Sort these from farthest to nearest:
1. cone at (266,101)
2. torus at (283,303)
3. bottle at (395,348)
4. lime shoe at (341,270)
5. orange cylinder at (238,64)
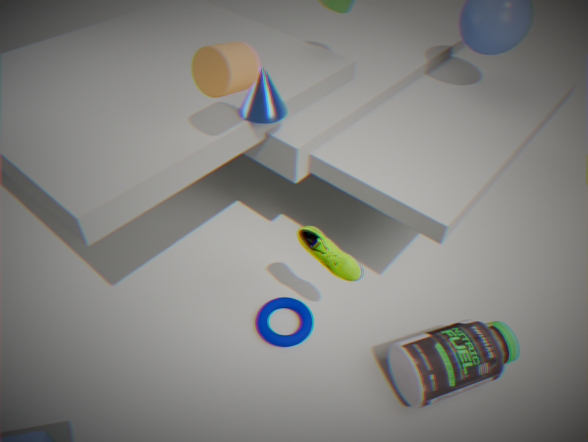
torus at (283,303) < cone at (266,101) < lime shoe at (341,270) < bottle at (395,348) < orange cylinder at (238,64)
